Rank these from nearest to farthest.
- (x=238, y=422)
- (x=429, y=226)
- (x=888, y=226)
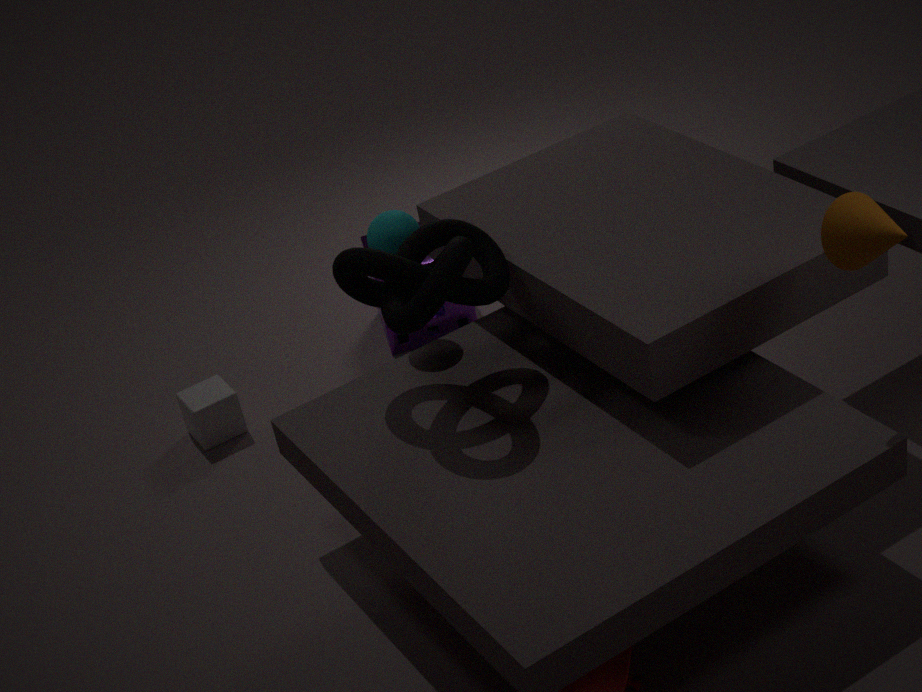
(x=888, y=226) → (x=429, y=226) → (x=238, y=422)
